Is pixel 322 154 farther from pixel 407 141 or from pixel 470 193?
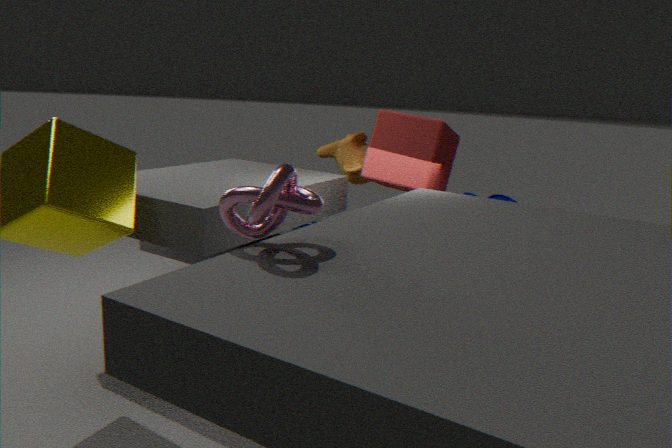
pixel 470 193
